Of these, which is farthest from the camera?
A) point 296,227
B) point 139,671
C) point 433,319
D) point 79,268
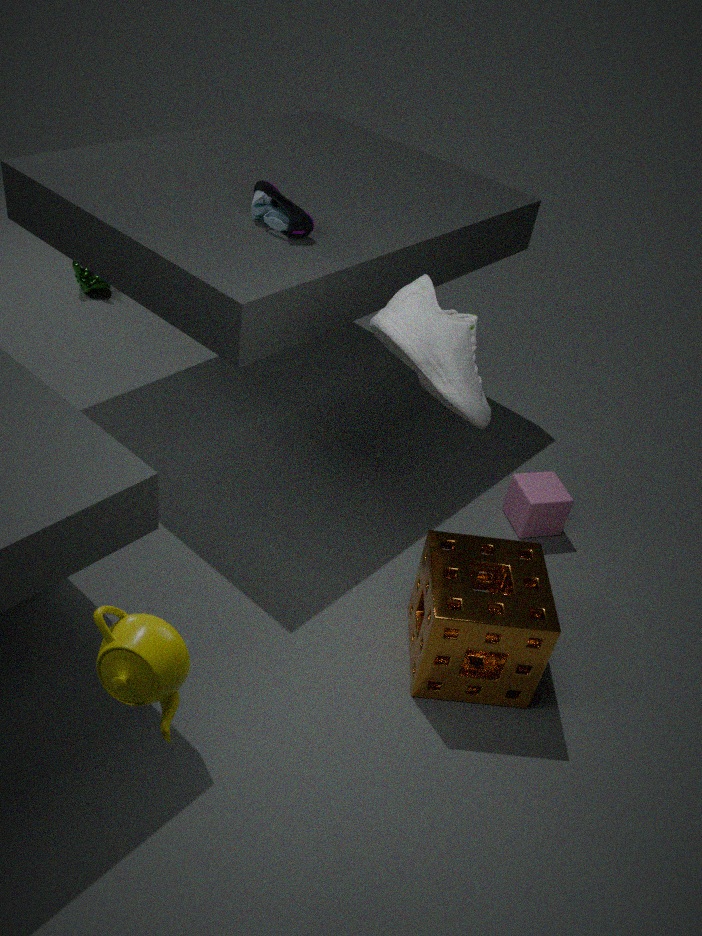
point 79,268
